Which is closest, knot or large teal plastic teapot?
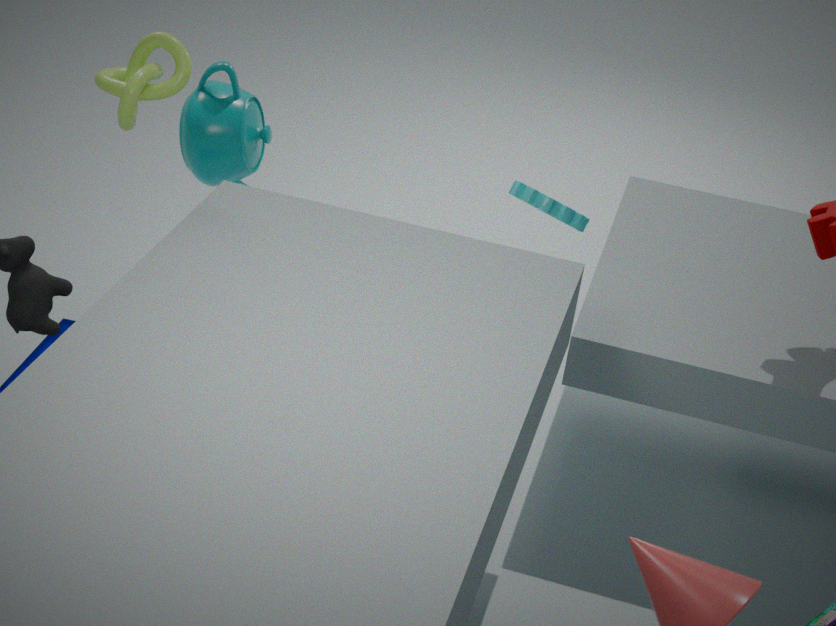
knot
